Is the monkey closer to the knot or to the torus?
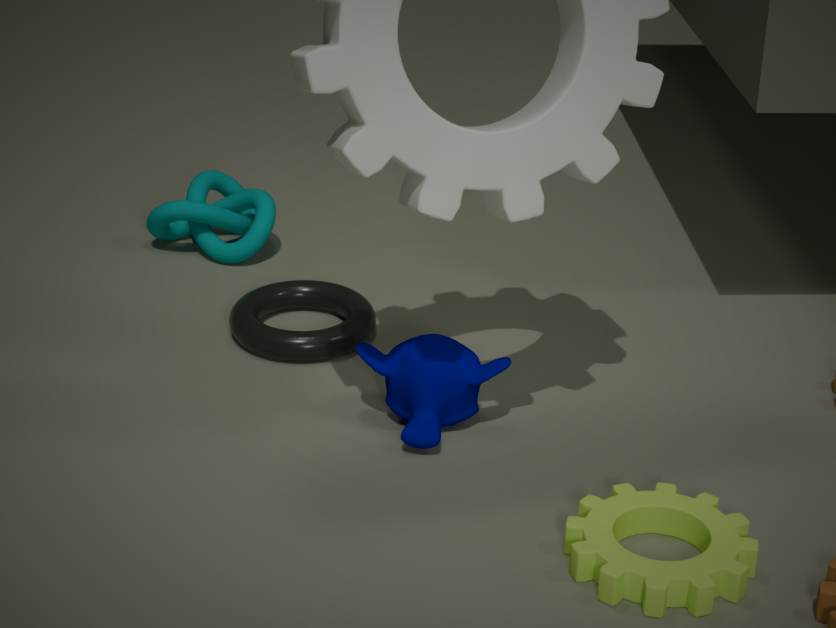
the torus
